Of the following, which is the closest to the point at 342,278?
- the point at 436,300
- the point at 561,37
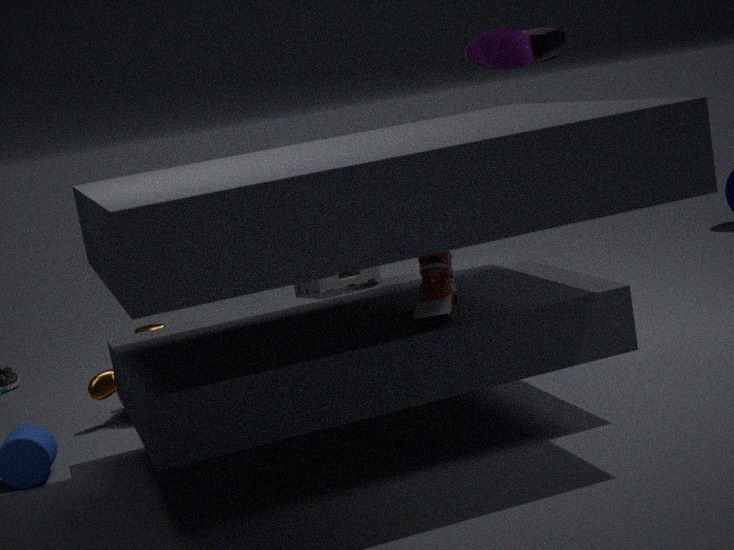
the point at 561,37
